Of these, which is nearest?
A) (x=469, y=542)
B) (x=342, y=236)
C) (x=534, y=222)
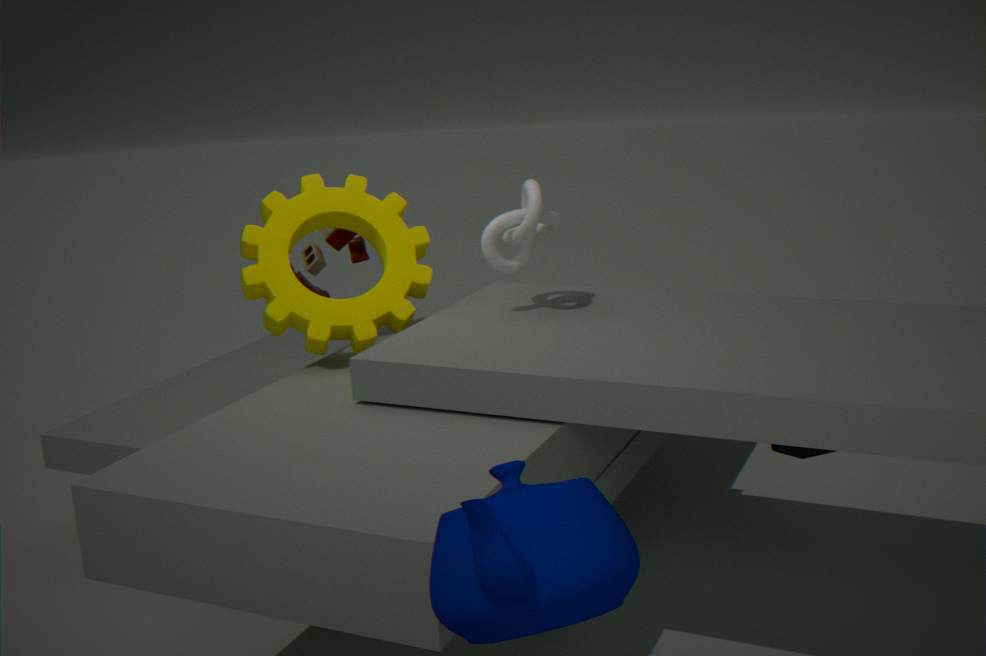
(x=469, y=542)
